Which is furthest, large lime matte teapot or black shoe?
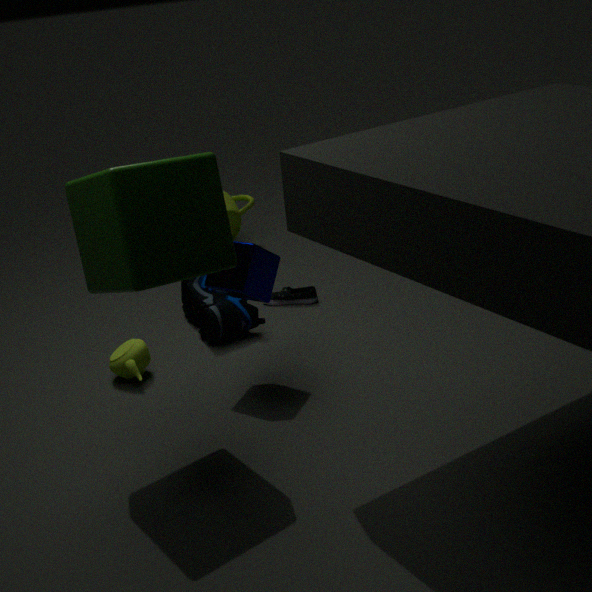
large lime matte teapot
